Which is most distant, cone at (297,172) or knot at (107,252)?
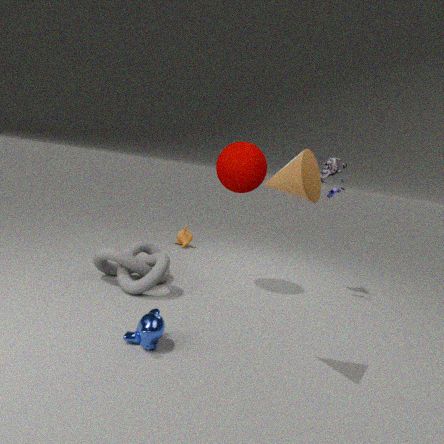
knot at (107,252)
